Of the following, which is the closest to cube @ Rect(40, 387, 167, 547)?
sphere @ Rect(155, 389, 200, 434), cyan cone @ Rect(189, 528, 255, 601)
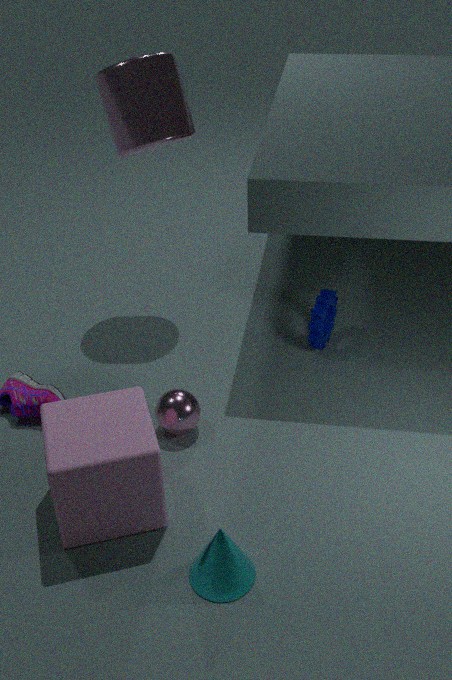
sphere @ Rect(155, 389, 200, 434)
